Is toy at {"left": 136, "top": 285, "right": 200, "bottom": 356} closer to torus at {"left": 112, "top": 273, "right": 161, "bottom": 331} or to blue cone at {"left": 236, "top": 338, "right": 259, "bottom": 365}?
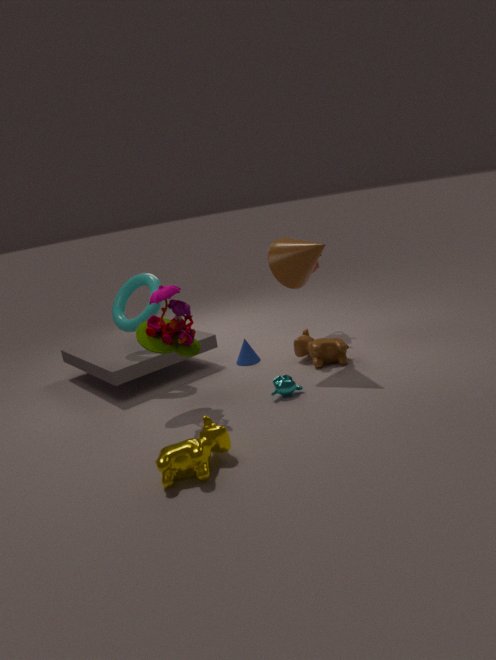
torus at {"left": 112, "top": 273, "right": 161, "bottom": 331}
